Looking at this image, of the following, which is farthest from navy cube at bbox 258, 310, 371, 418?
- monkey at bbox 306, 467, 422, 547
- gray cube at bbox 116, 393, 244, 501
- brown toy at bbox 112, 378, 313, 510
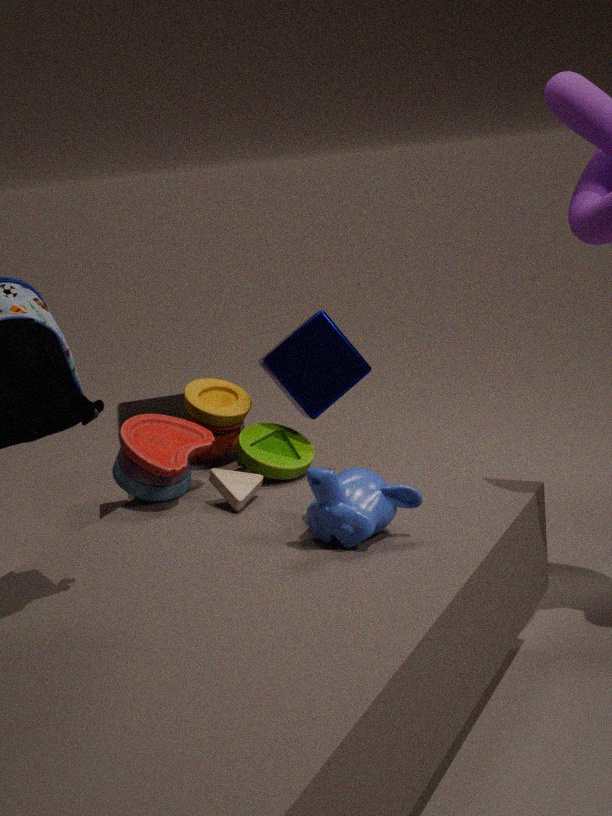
gray cube at bbox 116, 393, 244, 501
